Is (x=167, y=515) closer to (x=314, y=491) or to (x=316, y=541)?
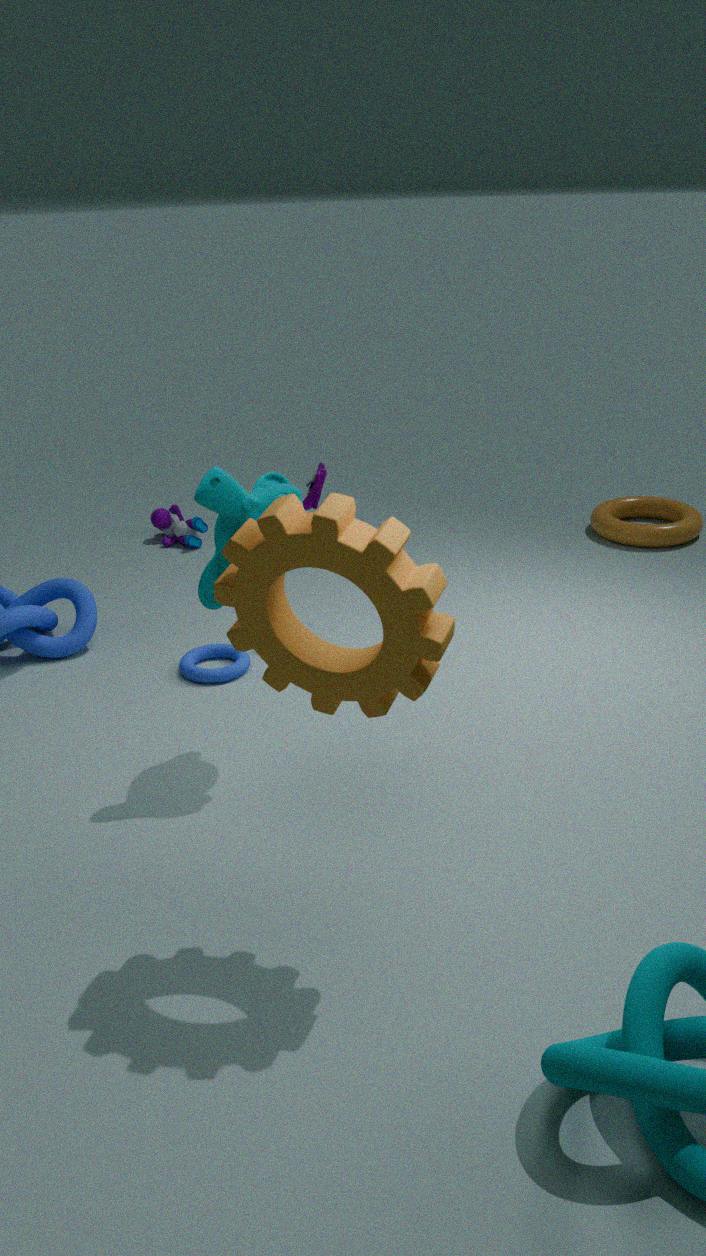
(x=314, y=491)
